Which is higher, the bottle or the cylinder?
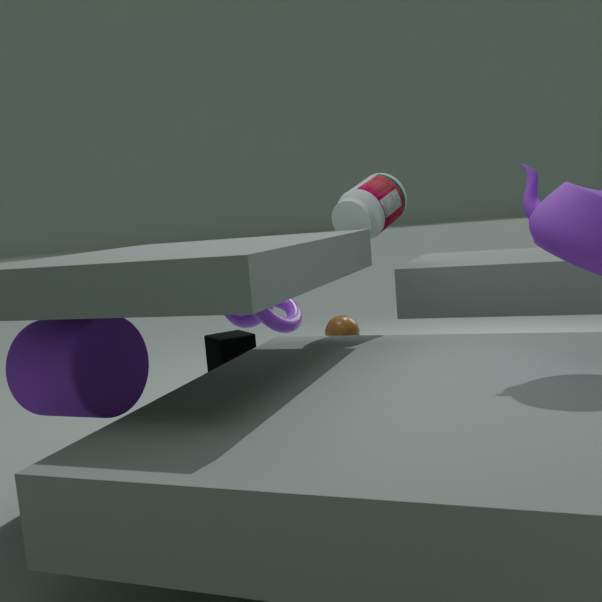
the bottle
